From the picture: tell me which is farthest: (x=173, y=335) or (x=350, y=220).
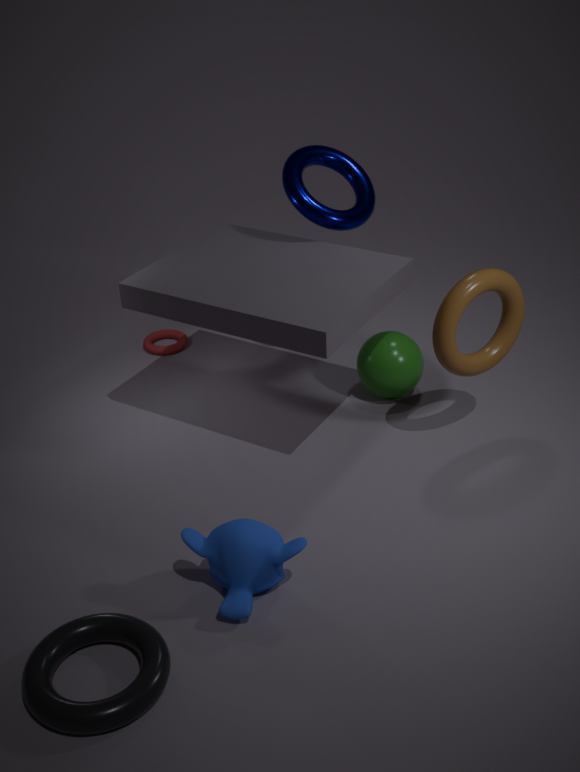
(x=173, y=335)
